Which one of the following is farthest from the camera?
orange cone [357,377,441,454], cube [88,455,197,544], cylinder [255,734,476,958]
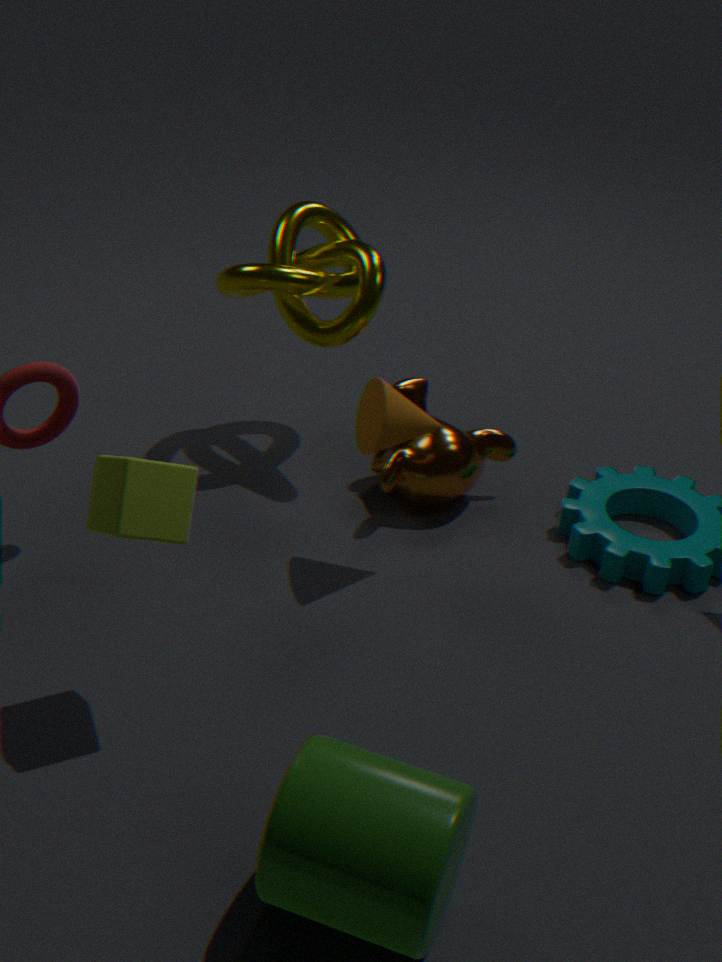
orange cone [357,377,441,454]
